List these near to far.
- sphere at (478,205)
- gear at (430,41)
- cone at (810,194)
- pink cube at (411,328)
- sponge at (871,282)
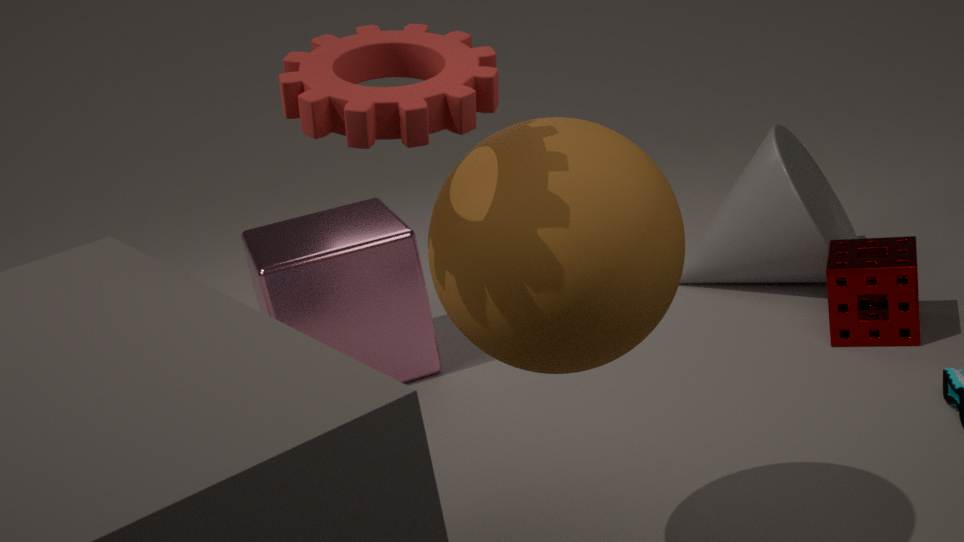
gear at (430,41), sphere at (478,205), sponge at (871,282), pink cube at (411,328), cone at (810,194)
